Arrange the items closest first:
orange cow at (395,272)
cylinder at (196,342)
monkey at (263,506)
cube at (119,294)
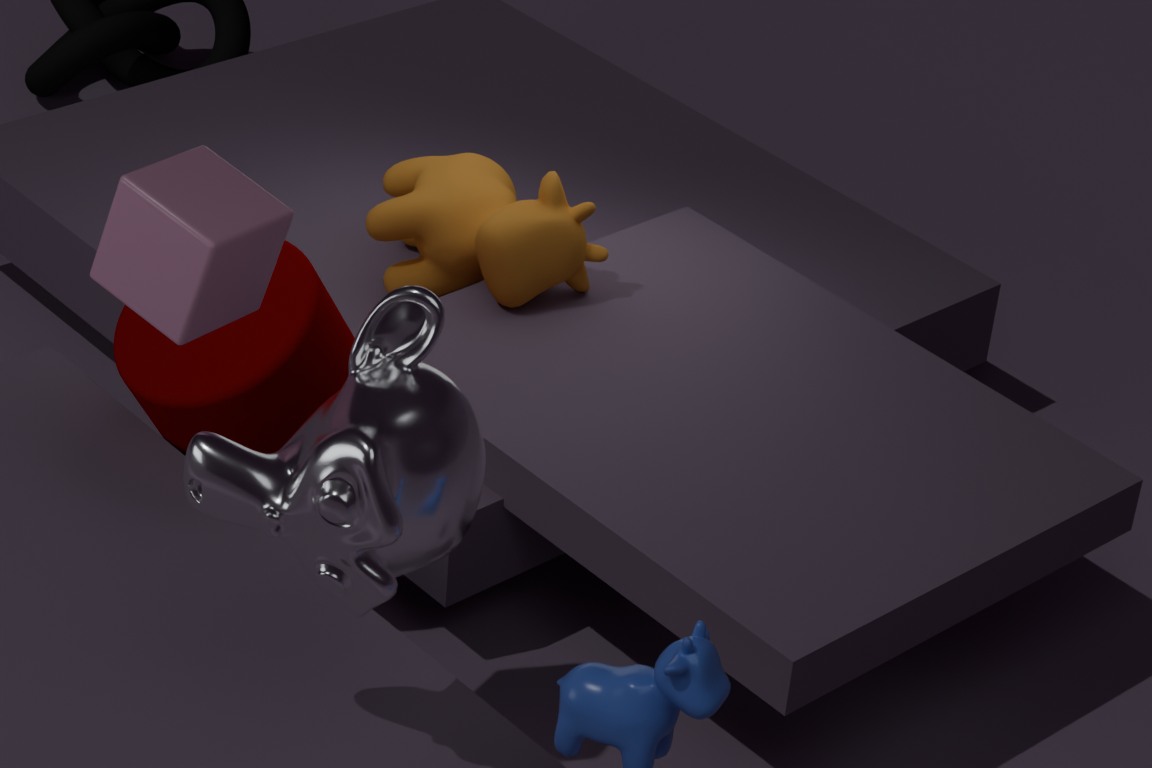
monkey at (263,506), cube at (119,294), cylinder at (196,342), orange cow at (395,272)
